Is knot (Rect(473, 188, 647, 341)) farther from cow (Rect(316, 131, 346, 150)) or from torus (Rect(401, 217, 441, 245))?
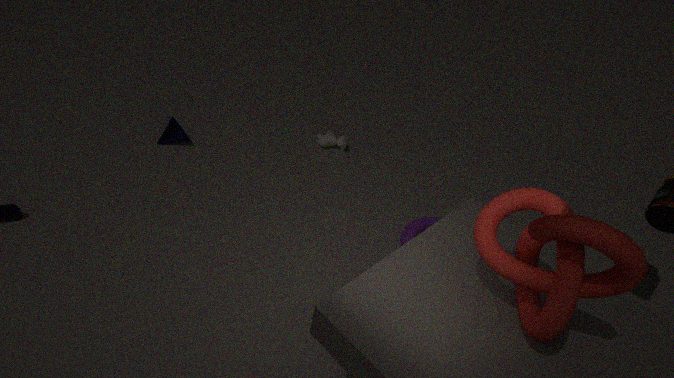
cow (Rect(316, 131, 346, 150))
